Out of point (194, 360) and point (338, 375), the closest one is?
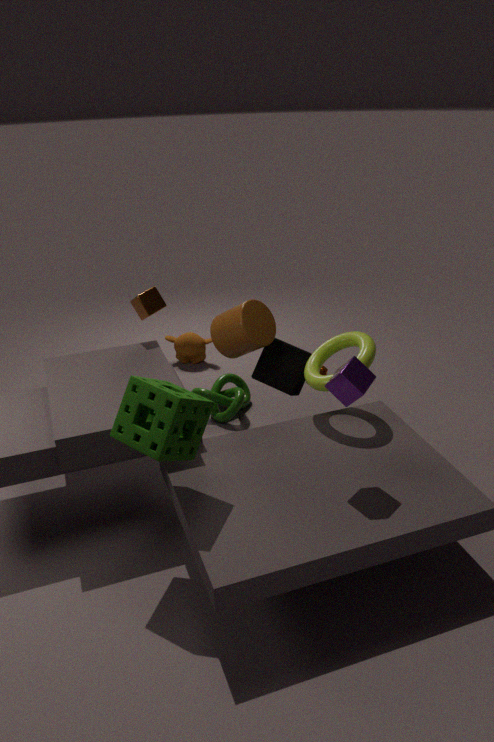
point (338, 375)
